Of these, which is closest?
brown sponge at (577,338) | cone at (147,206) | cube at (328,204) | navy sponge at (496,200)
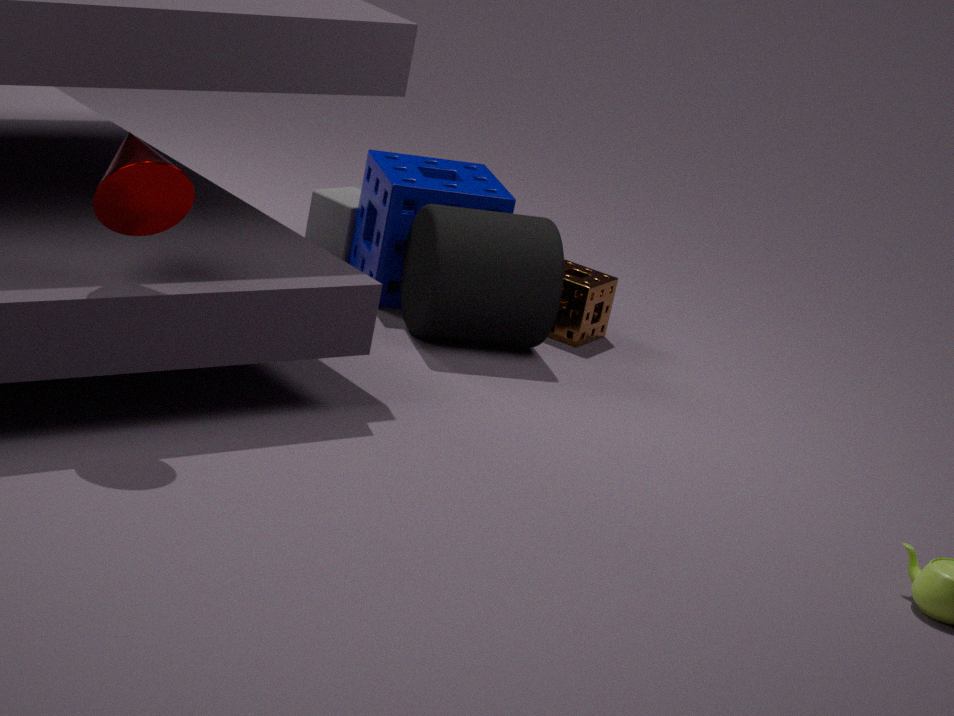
cone at (147,206)
